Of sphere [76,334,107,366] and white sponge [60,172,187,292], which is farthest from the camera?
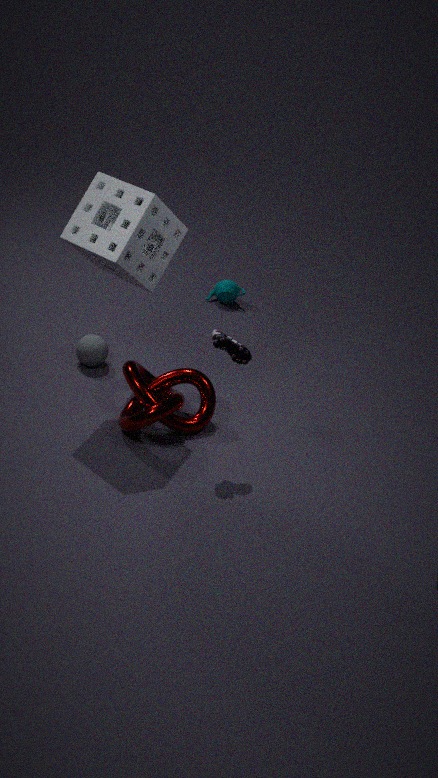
sphere [76,334,107,366]
